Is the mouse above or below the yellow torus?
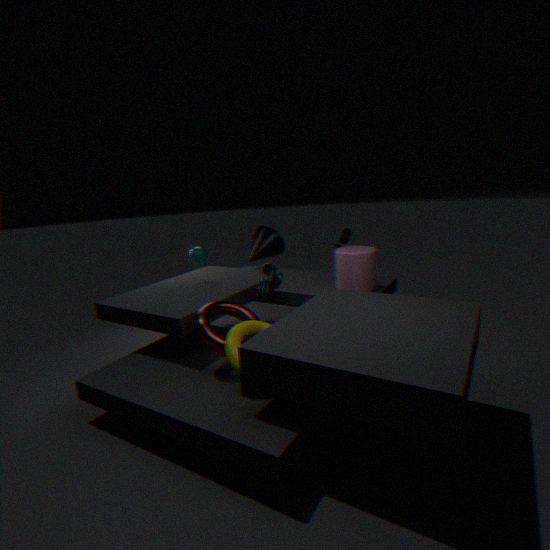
above
